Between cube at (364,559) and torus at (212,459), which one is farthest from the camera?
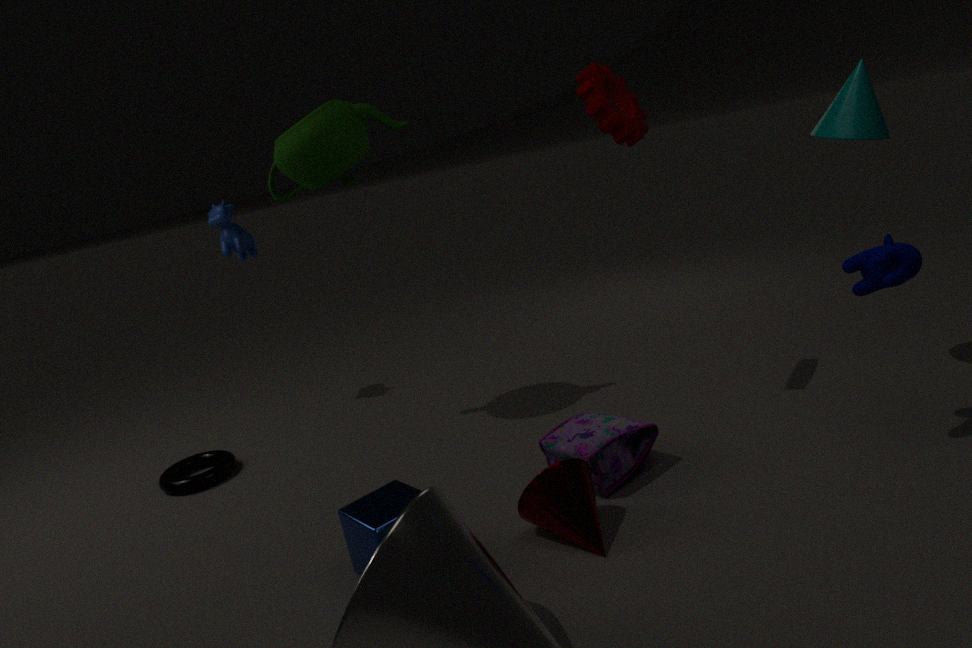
torus at (212,459)
